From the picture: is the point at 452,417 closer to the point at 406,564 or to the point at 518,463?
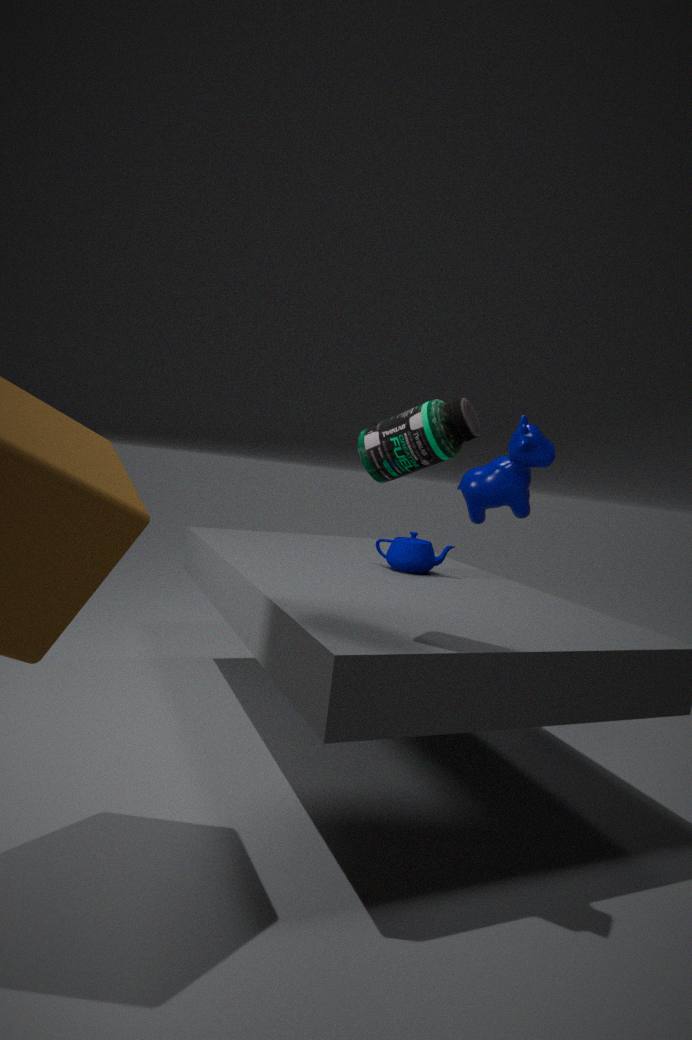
the point at 406,564
